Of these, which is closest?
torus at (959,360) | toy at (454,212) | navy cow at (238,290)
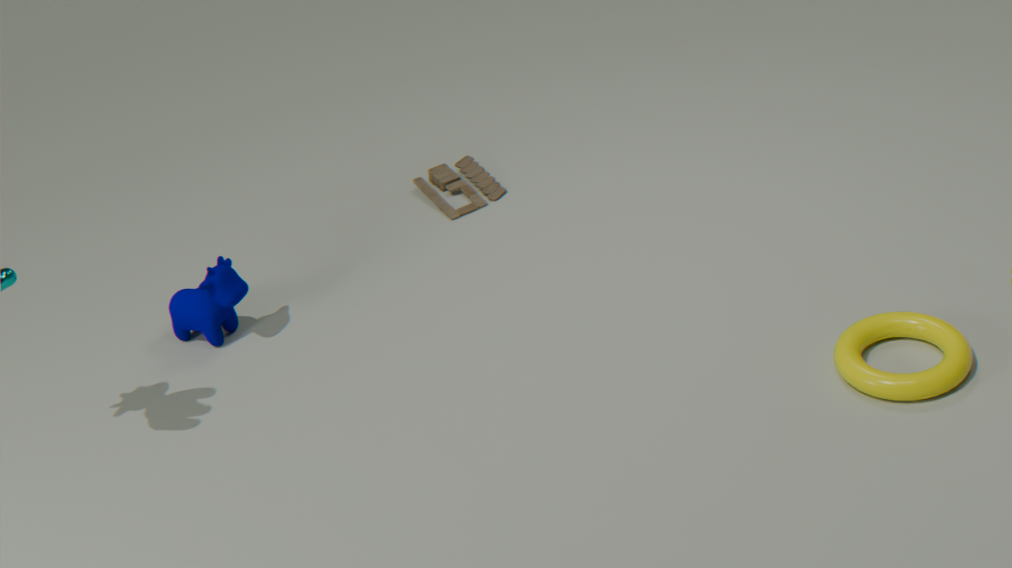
torus at (959,360)
